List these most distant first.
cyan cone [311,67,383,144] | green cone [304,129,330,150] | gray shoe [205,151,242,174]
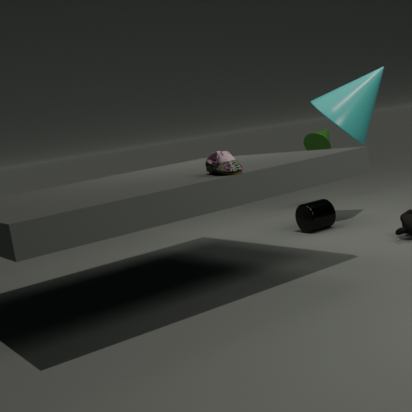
green cone [304,129,330,150] → cyan cone [311,67,383,144] → gray shoe [205,151,242,174]
